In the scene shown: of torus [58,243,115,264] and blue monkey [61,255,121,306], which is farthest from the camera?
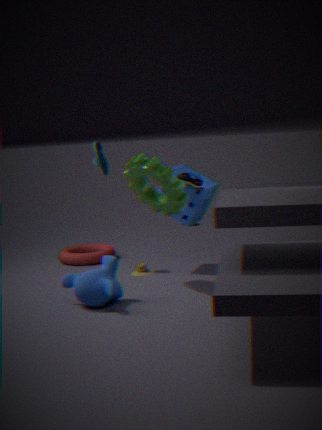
torus [58,243,115,264]
